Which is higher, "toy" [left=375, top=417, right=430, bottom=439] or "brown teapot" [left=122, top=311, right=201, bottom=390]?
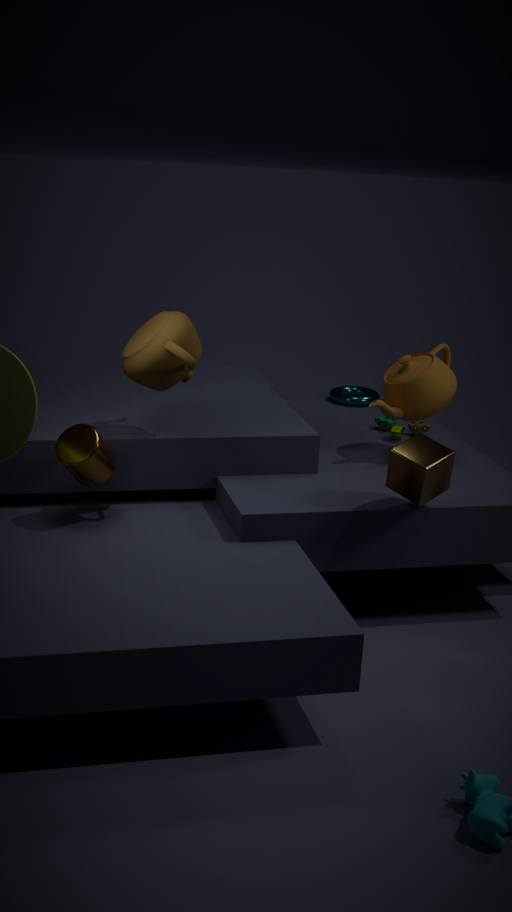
"brown teapot" [left=122, top=311, right=201, bottom=390]
